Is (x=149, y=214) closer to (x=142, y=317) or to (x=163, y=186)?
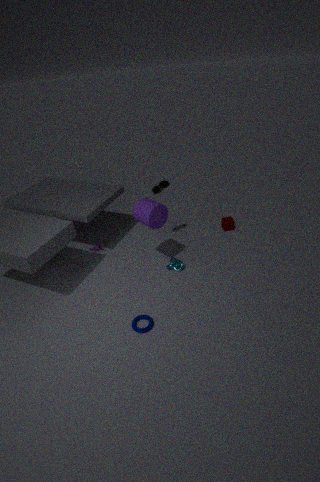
(x=163, y=186)
